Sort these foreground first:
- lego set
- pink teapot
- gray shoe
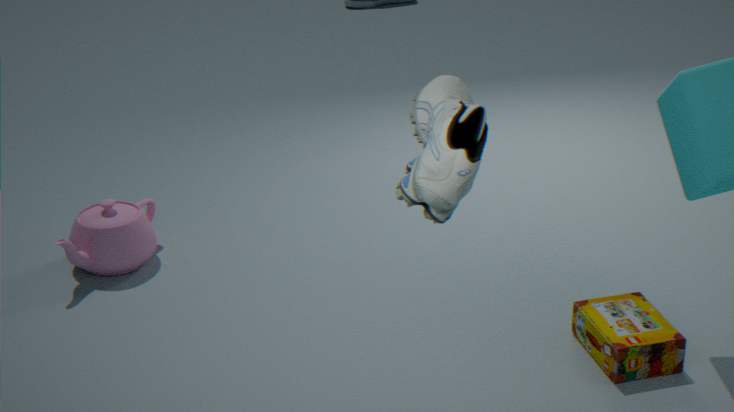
gray shoe < lego set < pink teapot
